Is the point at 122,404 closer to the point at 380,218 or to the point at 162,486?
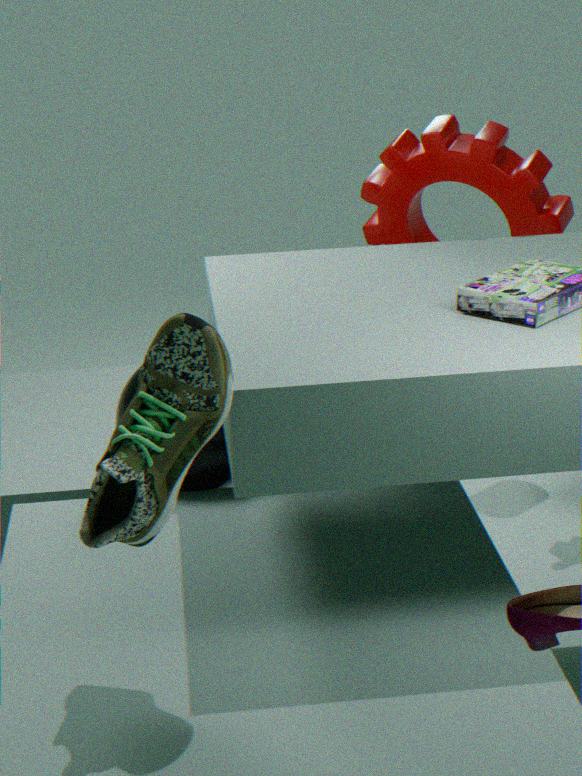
the point at 380,218
